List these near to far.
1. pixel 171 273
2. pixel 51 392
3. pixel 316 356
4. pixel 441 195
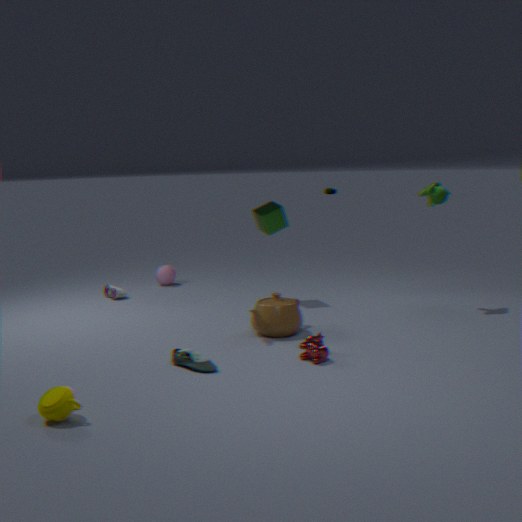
1. pixel 51 392
2. pixel 316 356
3. pixel 441 195
4. pixel 171 273
